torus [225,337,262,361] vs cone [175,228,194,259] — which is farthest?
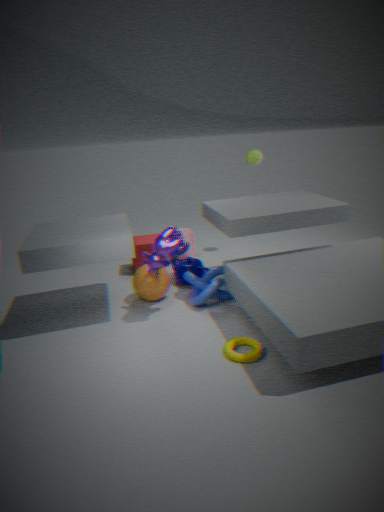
cone [175,228,194,259]
